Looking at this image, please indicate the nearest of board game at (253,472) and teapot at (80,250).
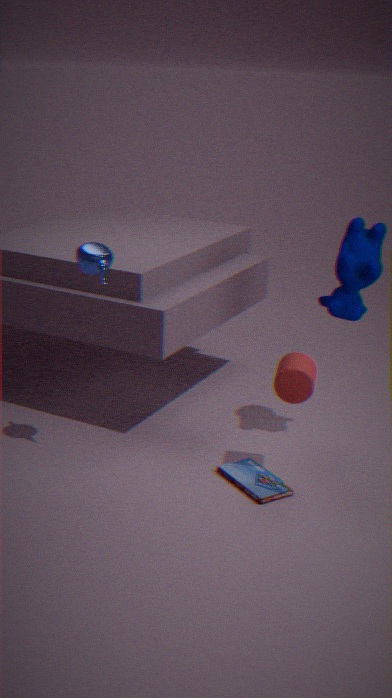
teapot at (80,250)
